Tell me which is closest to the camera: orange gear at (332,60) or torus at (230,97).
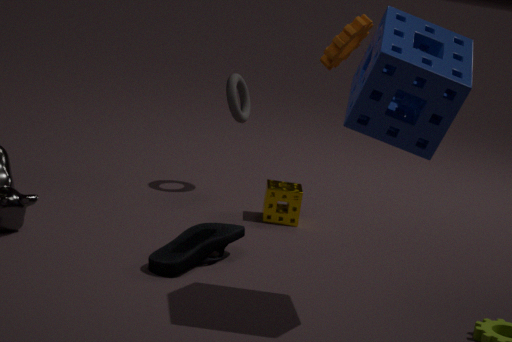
orange gear at (332,60)
